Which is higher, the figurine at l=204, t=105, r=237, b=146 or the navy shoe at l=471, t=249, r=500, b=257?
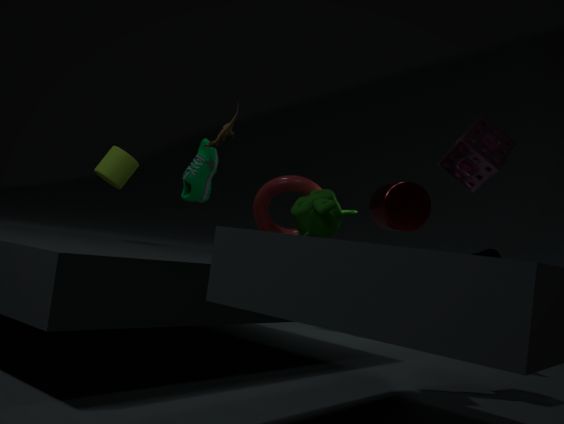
the figurine at l=204, t=105, r=237, b=146
